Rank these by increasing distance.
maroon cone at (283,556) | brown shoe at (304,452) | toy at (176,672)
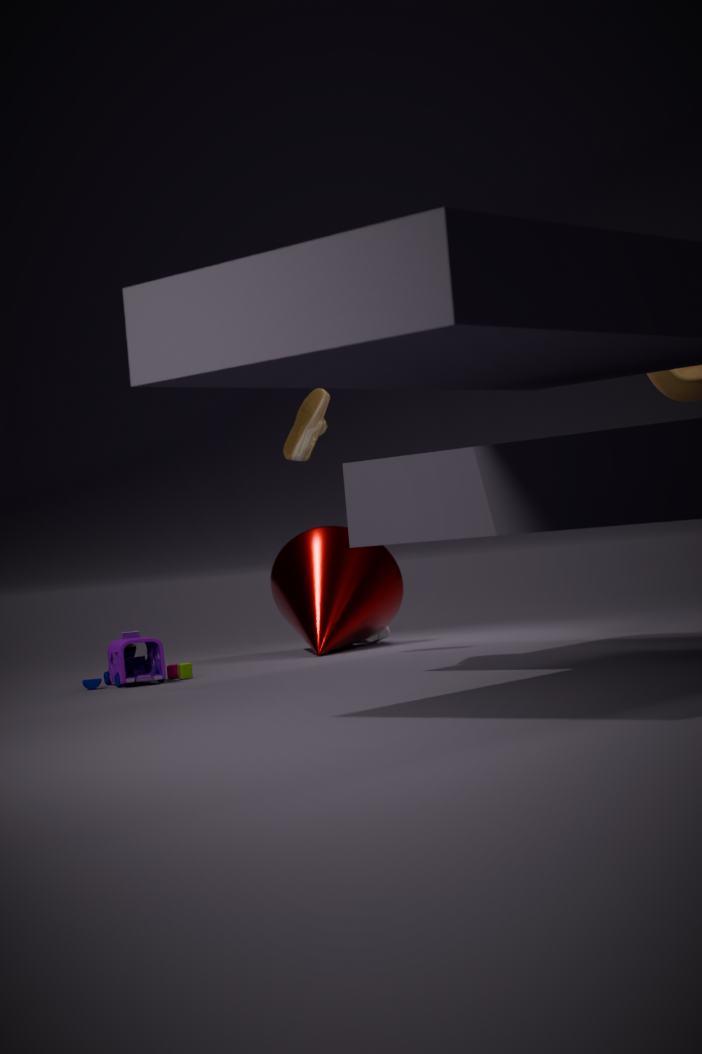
toy at (176,672), brown shoe at (304,452), maroon cone at (283,556)
